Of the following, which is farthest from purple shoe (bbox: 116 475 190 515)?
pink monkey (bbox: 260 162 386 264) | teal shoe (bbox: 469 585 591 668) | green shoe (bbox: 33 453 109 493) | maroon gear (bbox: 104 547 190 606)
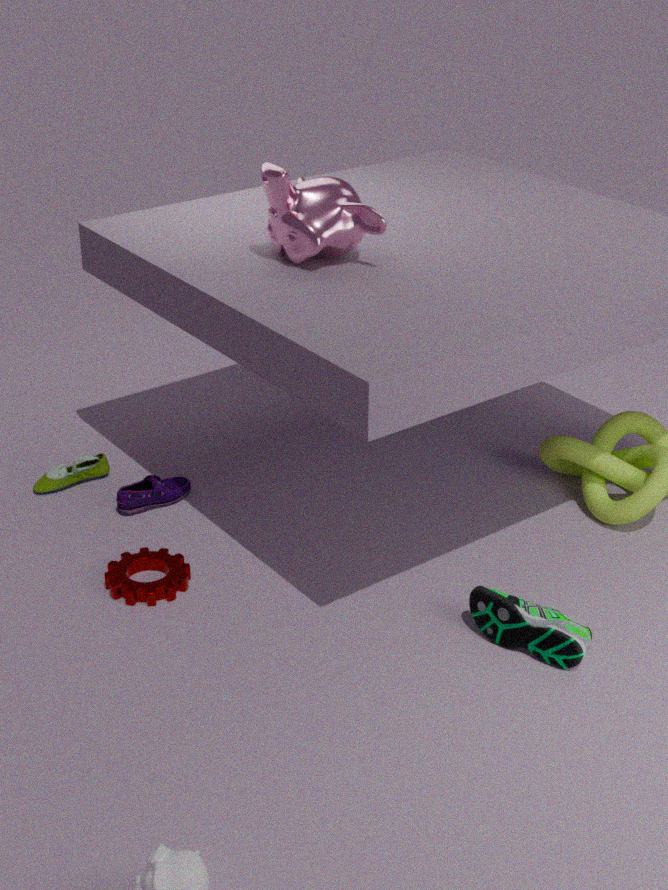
teal shoe (bbox: 469 585 591 668)
